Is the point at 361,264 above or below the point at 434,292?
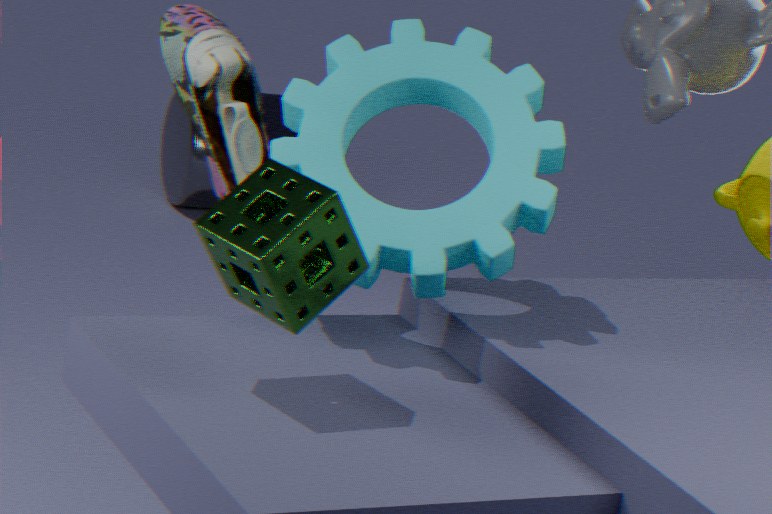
below
